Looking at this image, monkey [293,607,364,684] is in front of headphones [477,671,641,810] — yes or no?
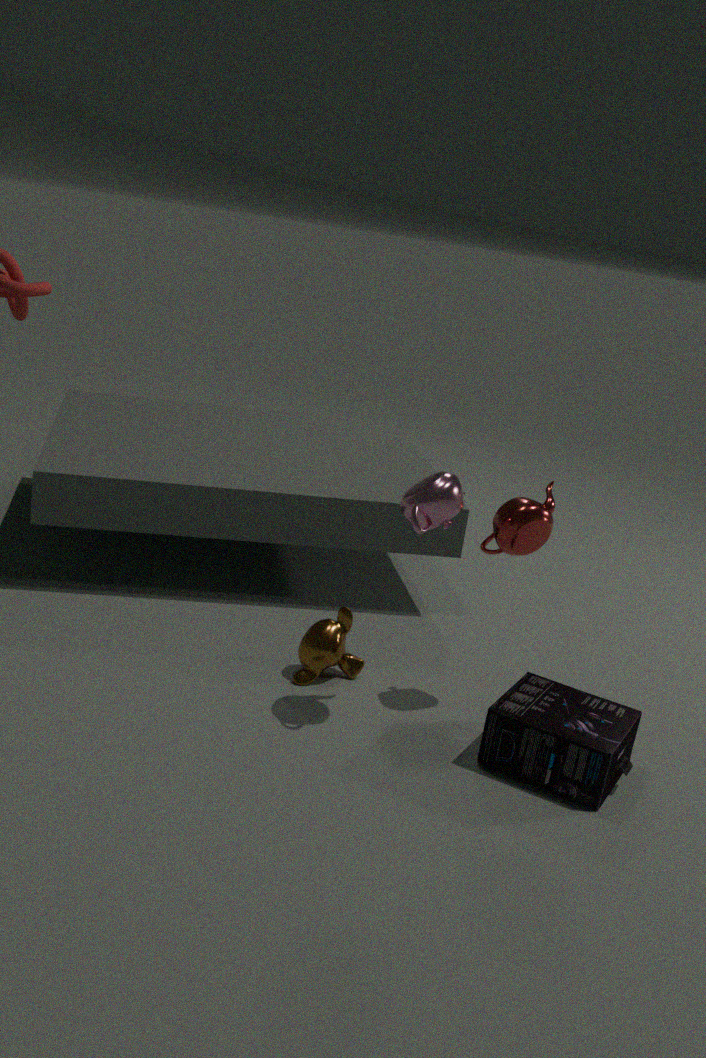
No
